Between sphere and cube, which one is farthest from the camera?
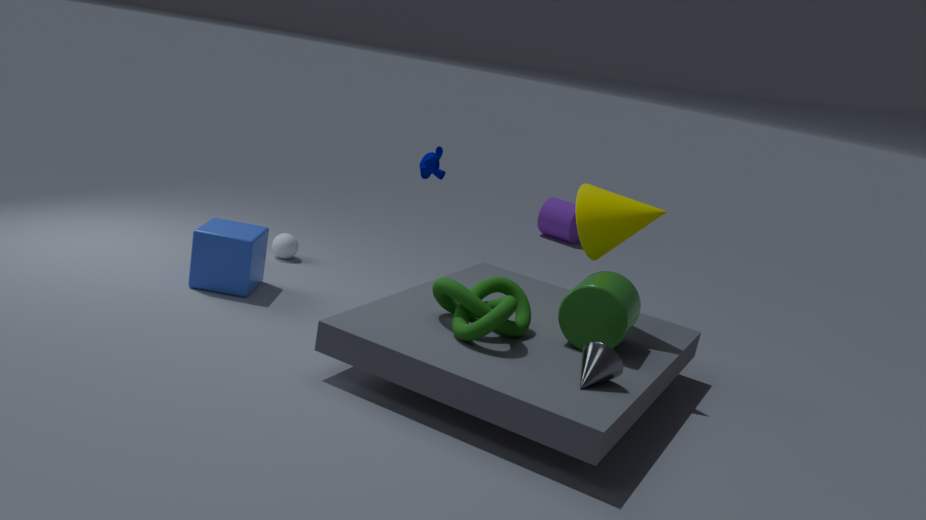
sphere
